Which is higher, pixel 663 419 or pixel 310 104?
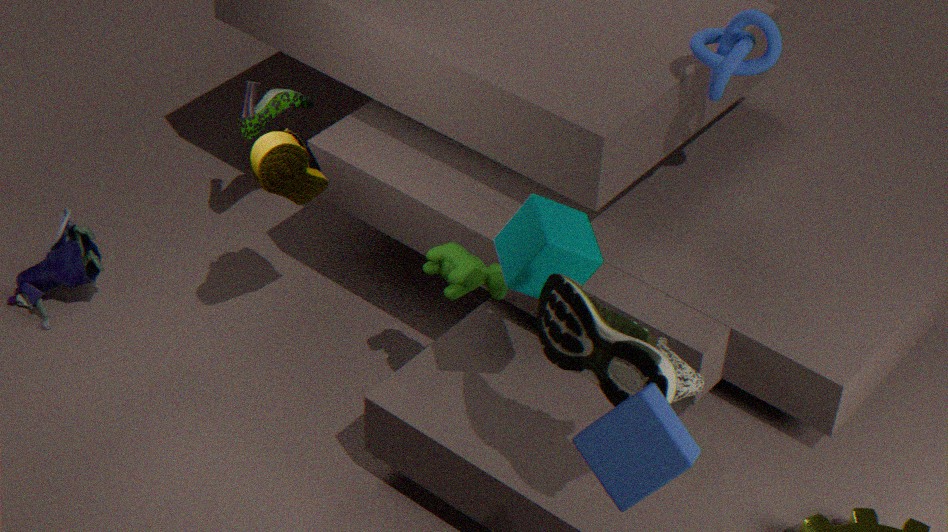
pixel 663 419
